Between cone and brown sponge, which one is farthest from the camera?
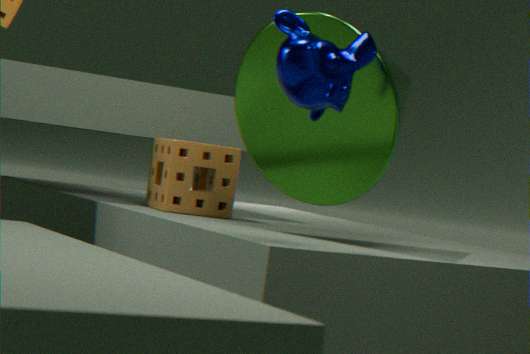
brown sponge
